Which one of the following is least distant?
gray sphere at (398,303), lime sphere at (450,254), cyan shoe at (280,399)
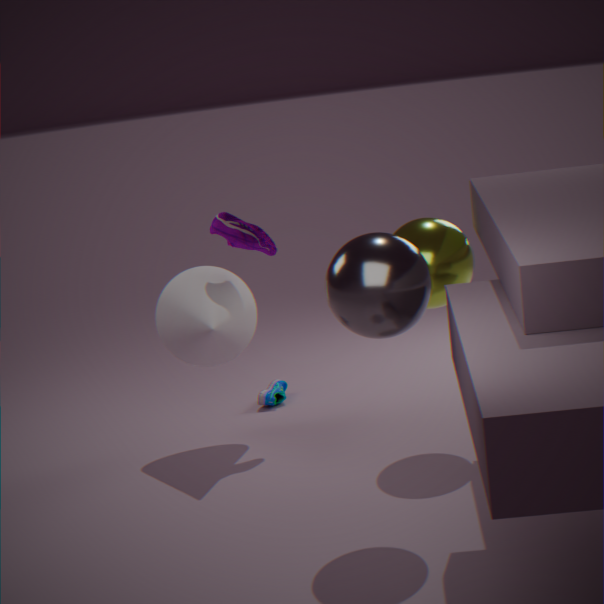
gray sphere at (398,303)
